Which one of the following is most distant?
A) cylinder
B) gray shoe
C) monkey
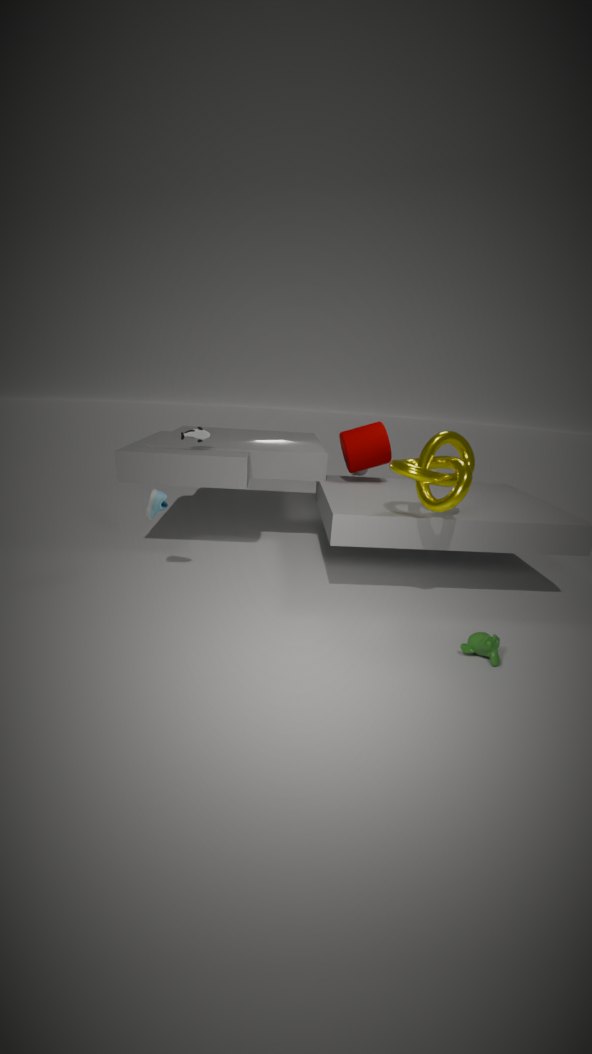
cylinder
